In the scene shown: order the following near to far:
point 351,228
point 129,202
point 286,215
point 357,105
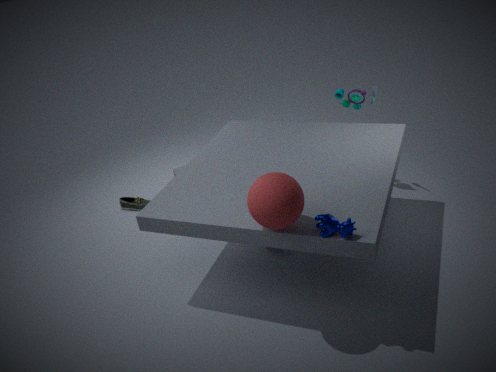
point 351,228 → point 286,215 → point 357,105 → point 129,202
